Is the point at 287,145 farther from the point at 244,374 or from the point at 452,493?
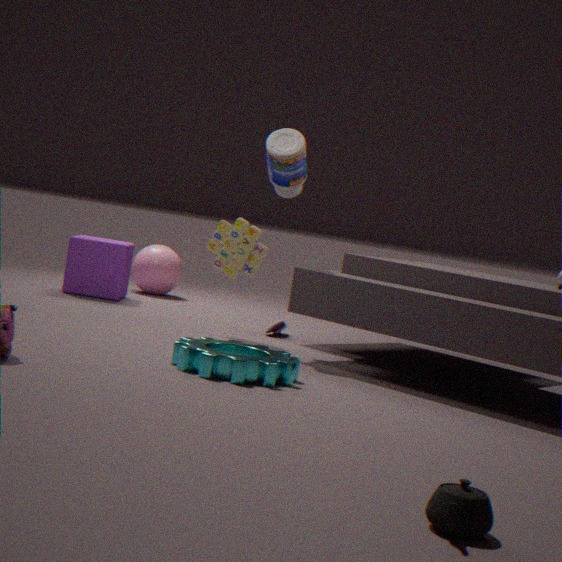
the point at 452,493
